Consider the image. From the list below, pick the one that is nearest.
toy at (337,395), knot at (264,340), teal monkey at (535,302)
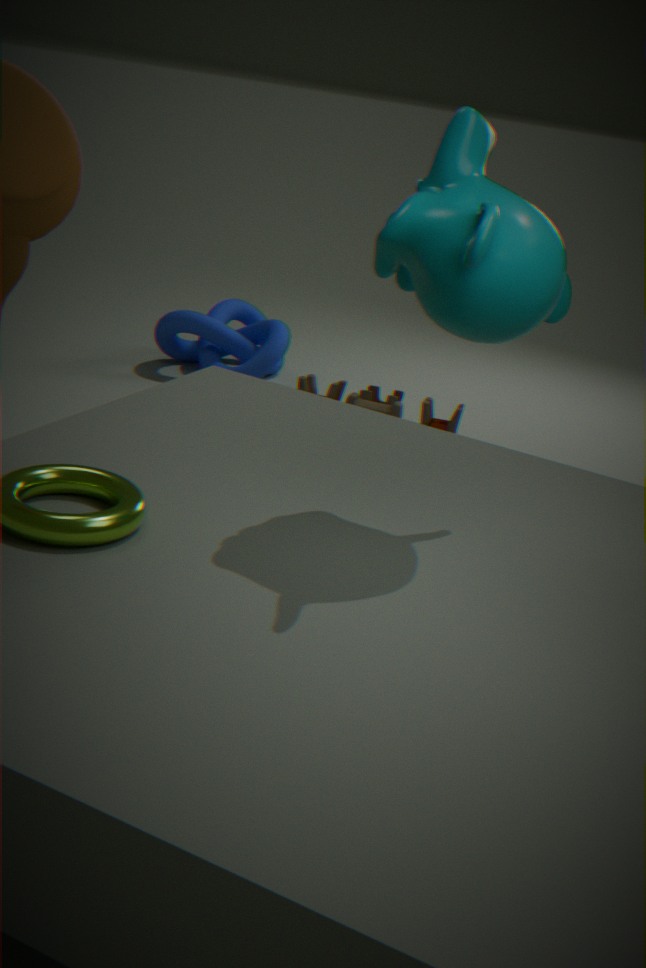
teal monkey at (535,302)
